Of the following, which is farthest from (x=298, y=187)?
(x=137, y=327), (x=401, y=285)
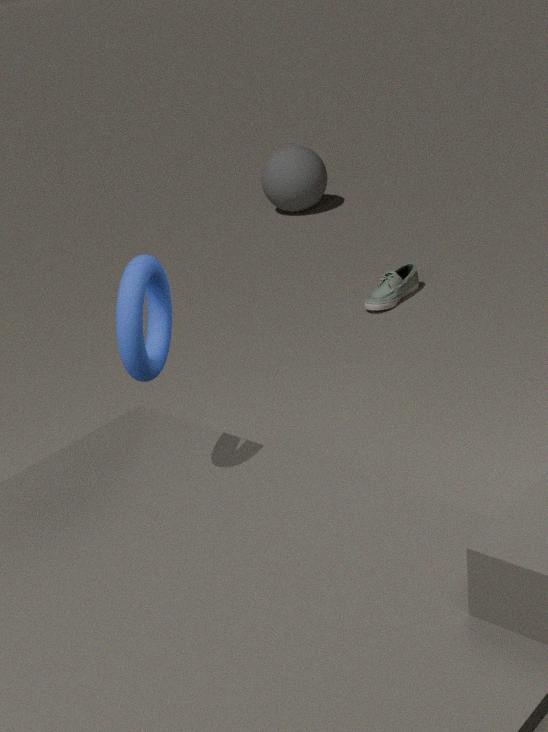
(x=137, y=327)
